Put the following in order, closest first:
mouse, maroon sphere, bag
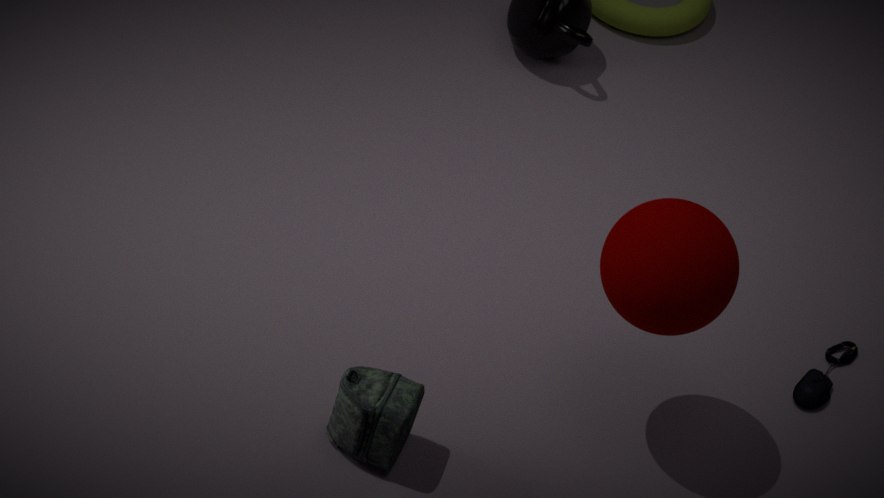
maroon sphere
bag
mouse
